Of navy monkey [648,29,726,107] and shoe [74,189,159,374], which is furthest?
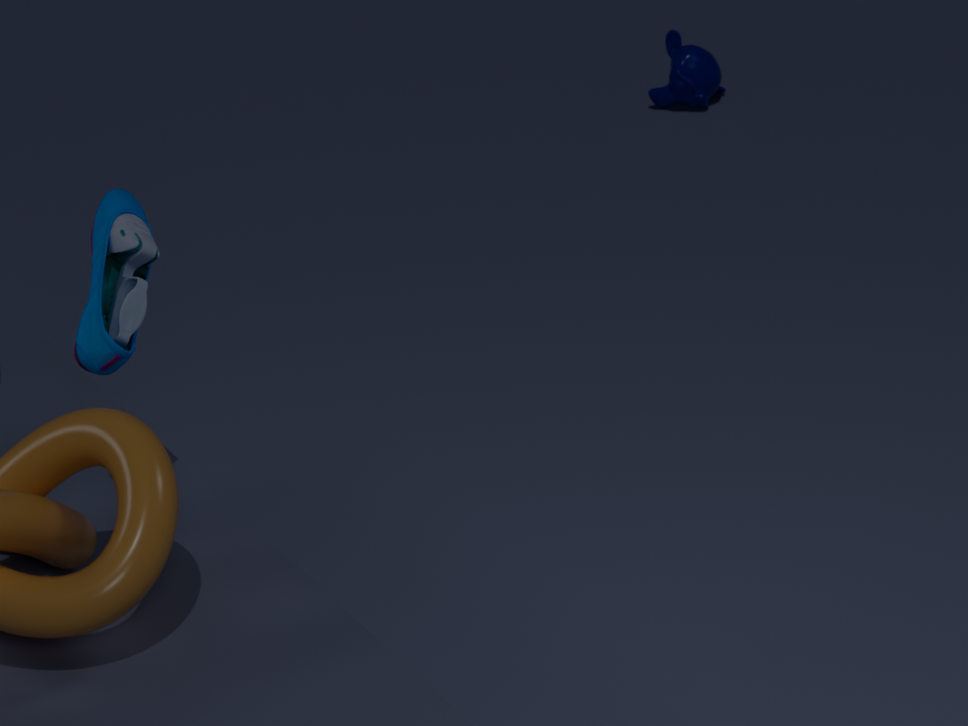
navy monkey [648,29,726,107]
